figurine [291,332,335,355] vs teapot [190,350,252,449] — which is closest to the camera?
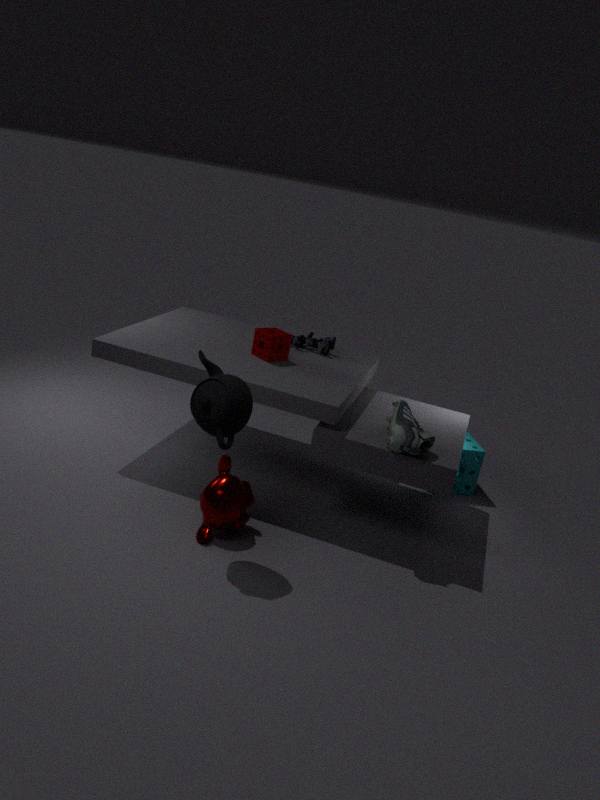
teapot [190,350,252,449]
